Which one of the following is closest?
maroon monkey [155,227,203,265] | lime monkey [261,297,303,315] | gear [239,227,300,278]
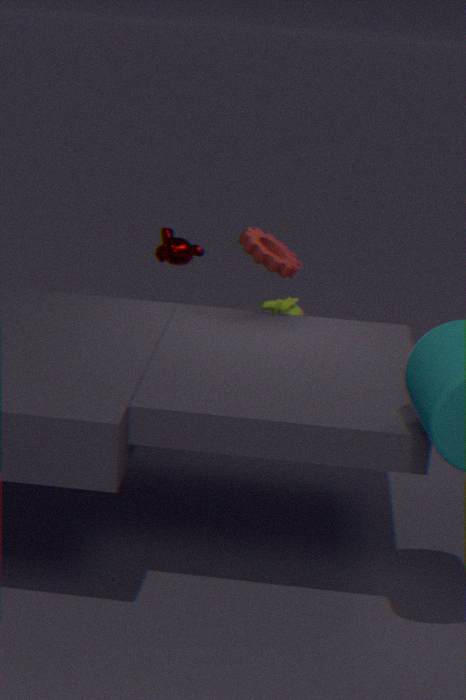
gear [239,227,300,278]
